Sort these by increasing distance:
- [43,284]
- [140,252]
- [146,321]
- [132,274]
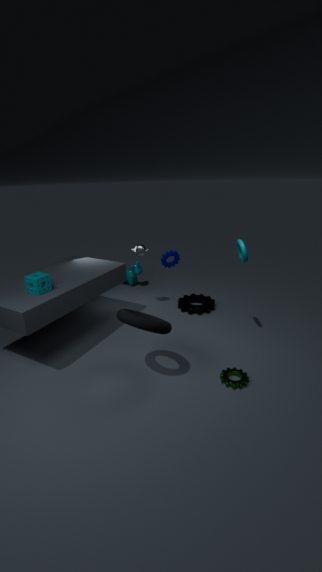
[146,321], [43,284], [140,252], [132,274]
